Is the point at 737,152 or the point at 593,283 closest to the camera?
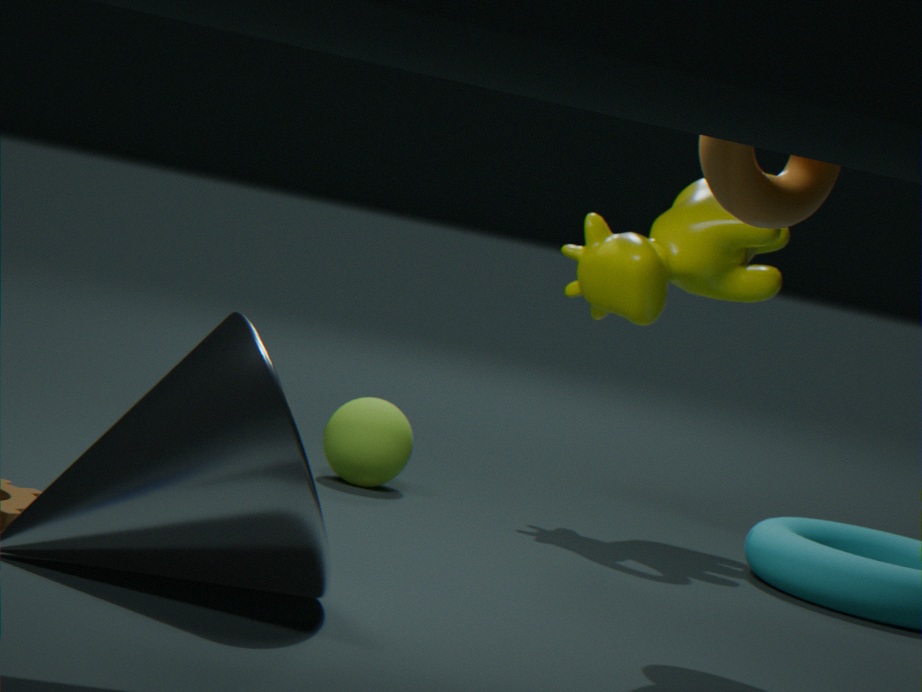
the point at 737,152
